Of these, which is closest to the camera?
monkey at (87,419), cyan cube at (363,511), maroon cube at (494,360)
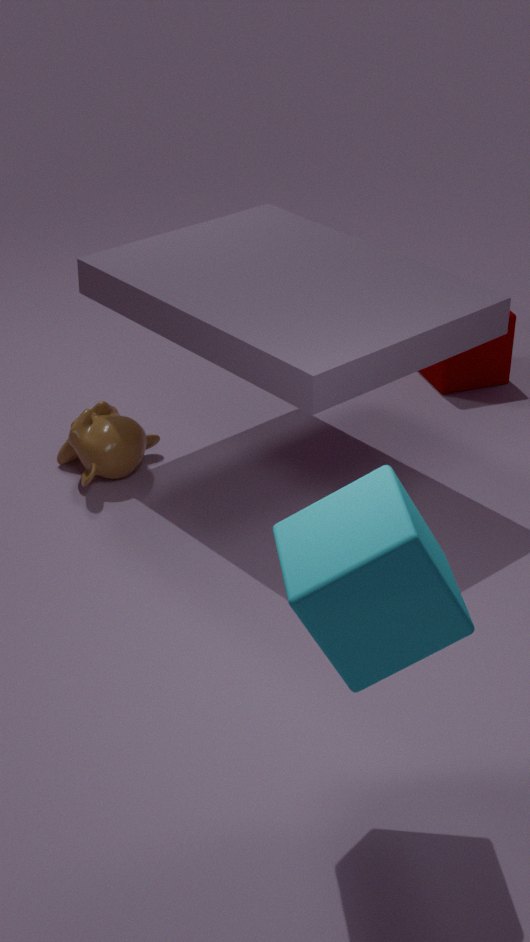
cyan cube at (363,511)
